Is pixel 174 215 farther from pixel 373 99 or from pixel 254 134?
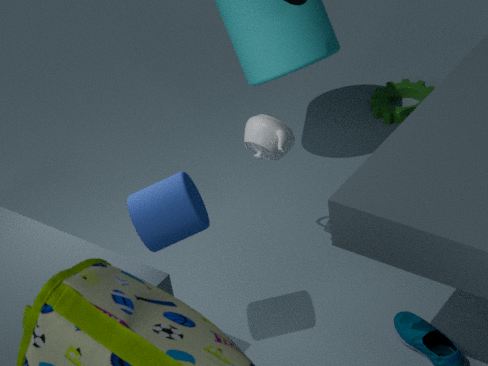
pixel 373 99
